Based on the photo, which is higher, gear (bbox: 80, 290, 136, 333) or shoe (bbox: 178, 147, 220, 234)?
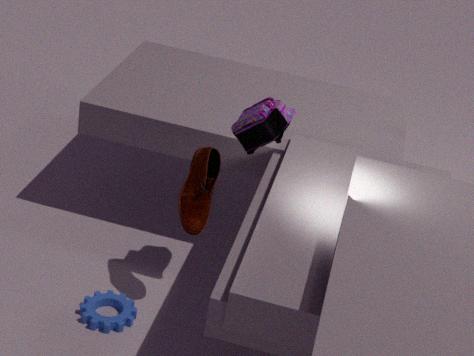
shoe (bbox: 178, 147, 220, 234)
